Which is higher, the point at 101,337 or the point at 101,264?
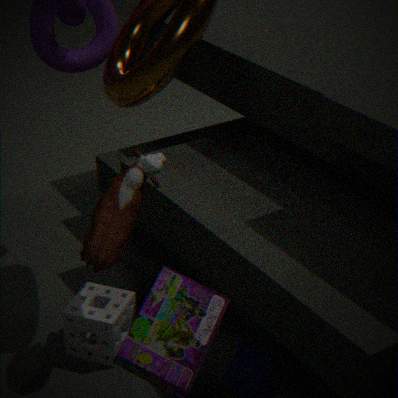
the point at 101,264
